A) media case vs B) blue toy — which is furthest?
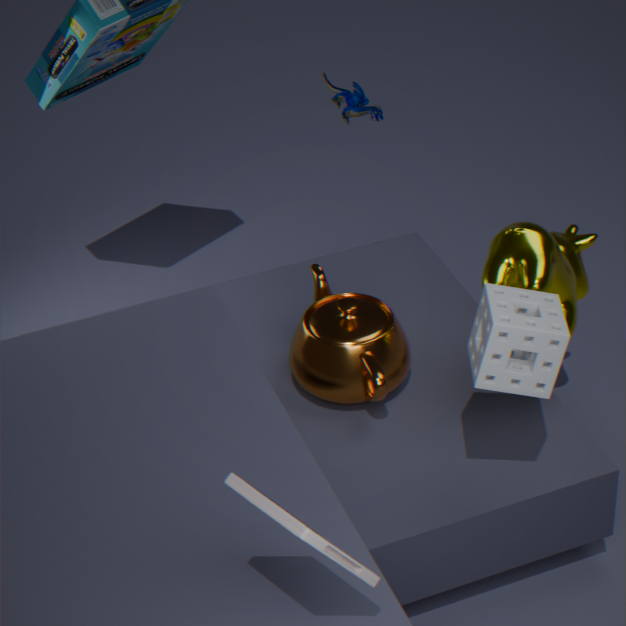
B. blue toy
